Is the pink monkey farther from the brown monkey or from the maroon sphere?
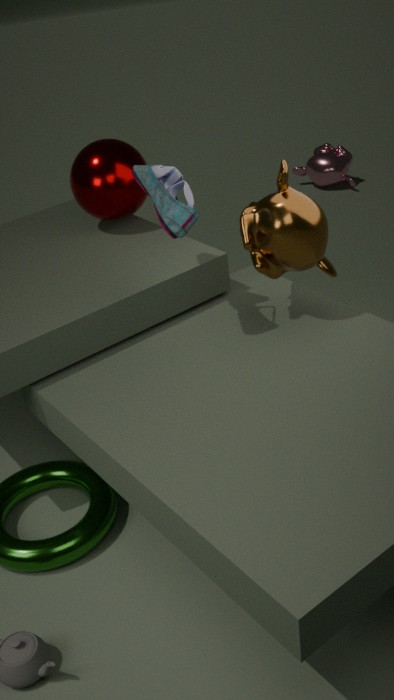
the brown monkey
